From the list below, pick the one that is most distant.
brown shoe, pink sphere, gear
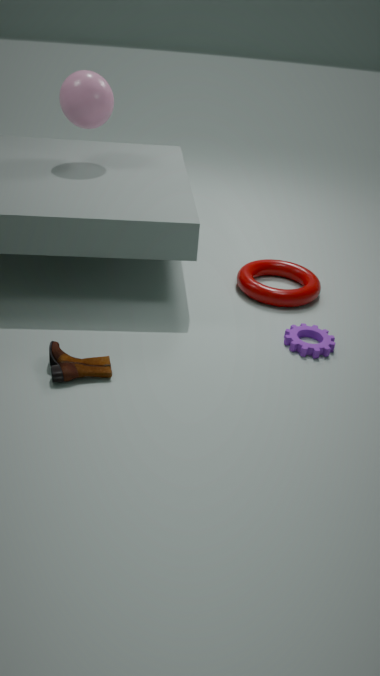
pink sphere
